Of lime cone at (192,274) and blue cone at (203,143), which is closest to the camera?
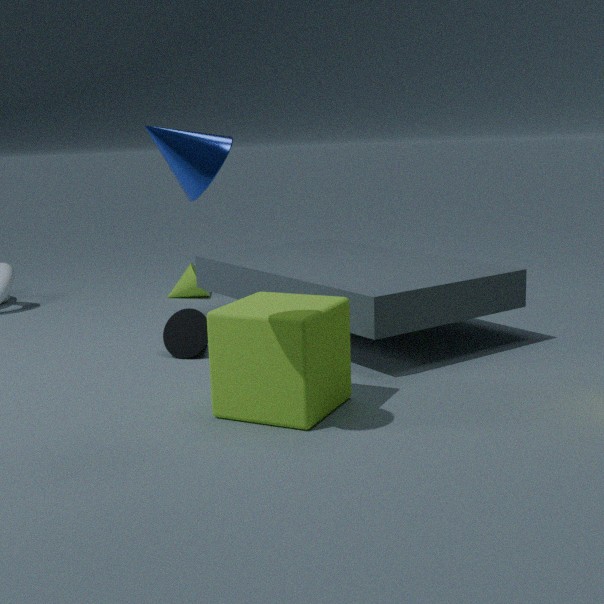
blue cone at (203,143)
